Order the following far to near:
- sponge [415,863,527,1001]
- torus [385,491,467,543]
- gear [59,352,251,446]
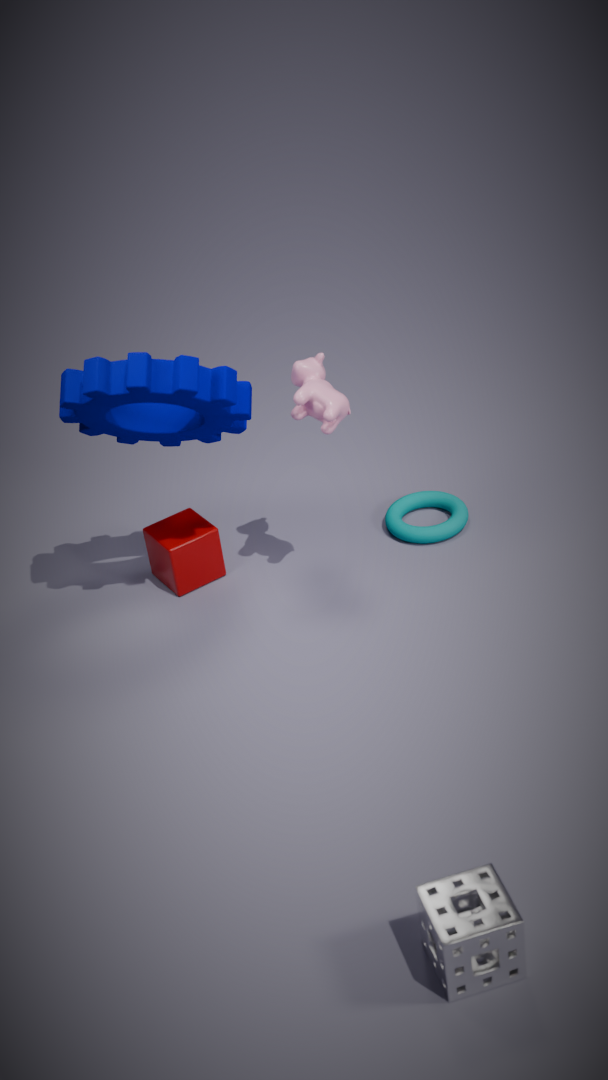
torus [385,491,467,543], gear [59,352,251,446], sponge [415,863,527,1001]
